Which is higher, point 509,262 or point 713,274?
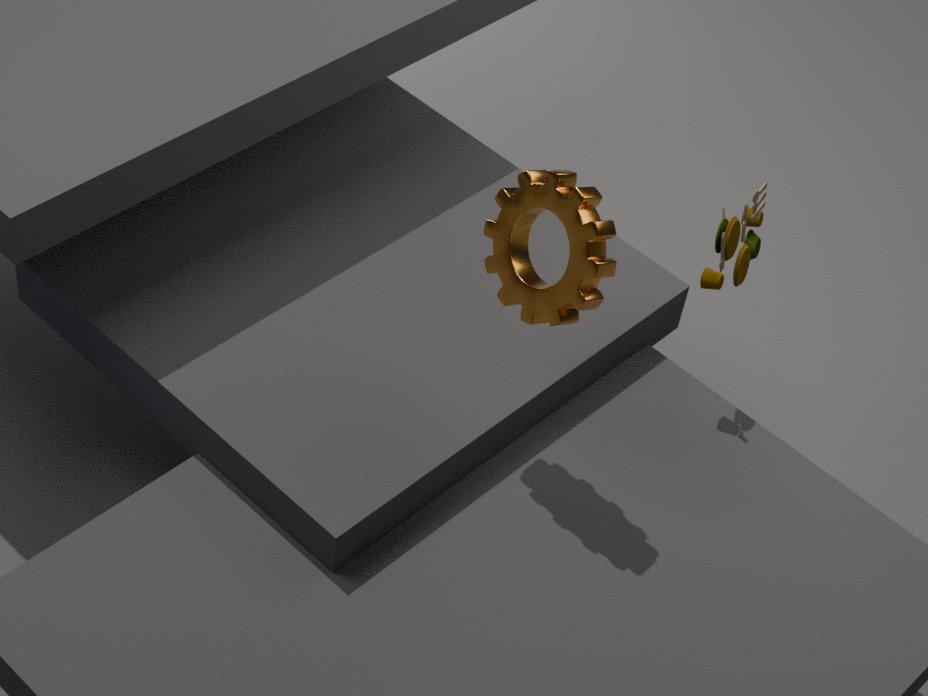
point 509,262
